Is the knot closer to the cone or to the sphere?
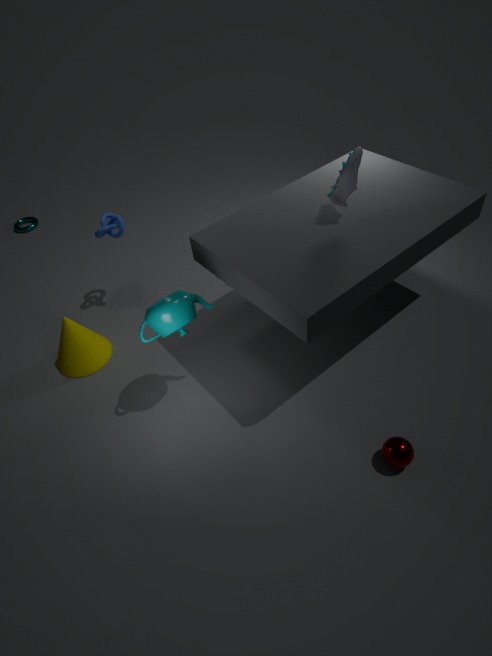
the cone
